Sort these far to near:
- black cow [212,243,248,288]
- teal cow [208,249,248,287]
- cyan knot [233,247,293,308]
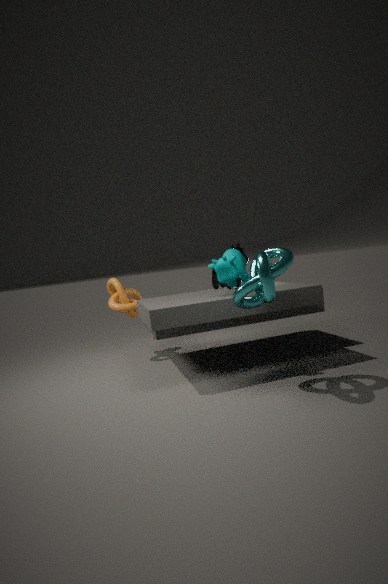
1. black cow [212,243,248,288]
2. teal cow [208,249,248,287]
3. cyan knot [233,247,293,308]
